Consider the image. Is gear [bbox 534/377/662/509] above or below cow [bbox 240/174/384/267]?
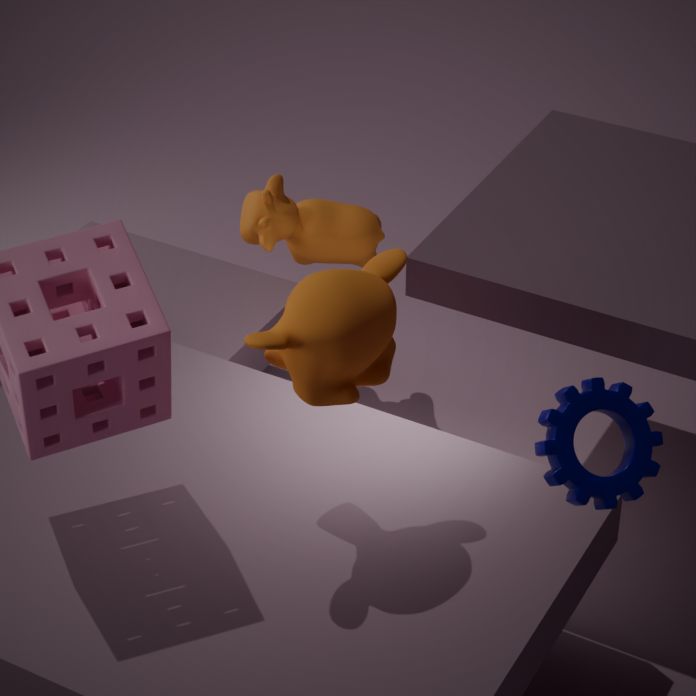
above
